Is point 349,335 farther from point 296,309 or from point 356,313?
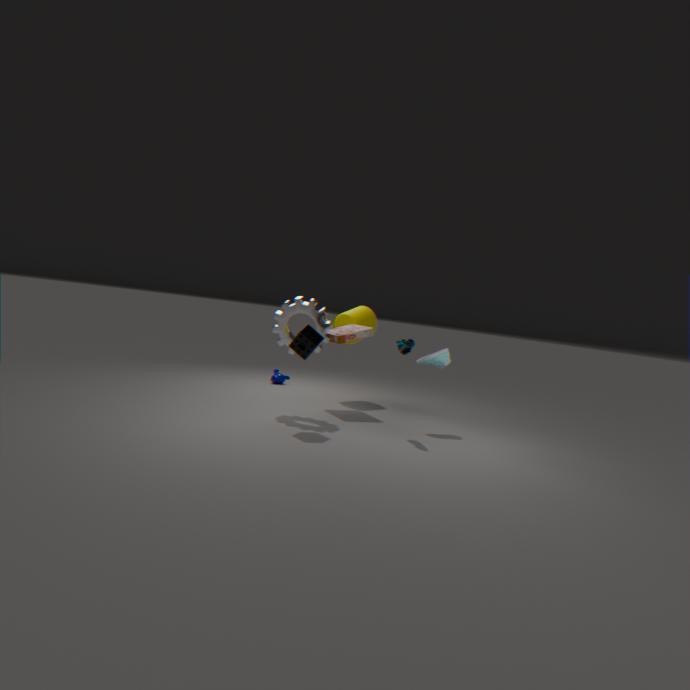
point 296,309
